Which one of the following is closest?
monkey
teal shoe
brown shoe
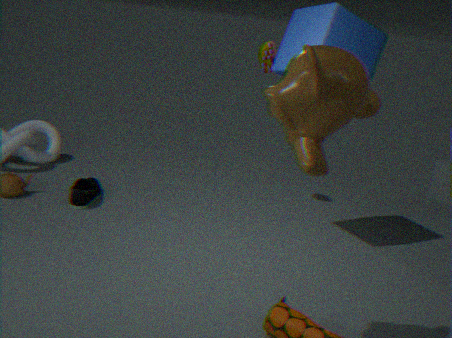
monkey
